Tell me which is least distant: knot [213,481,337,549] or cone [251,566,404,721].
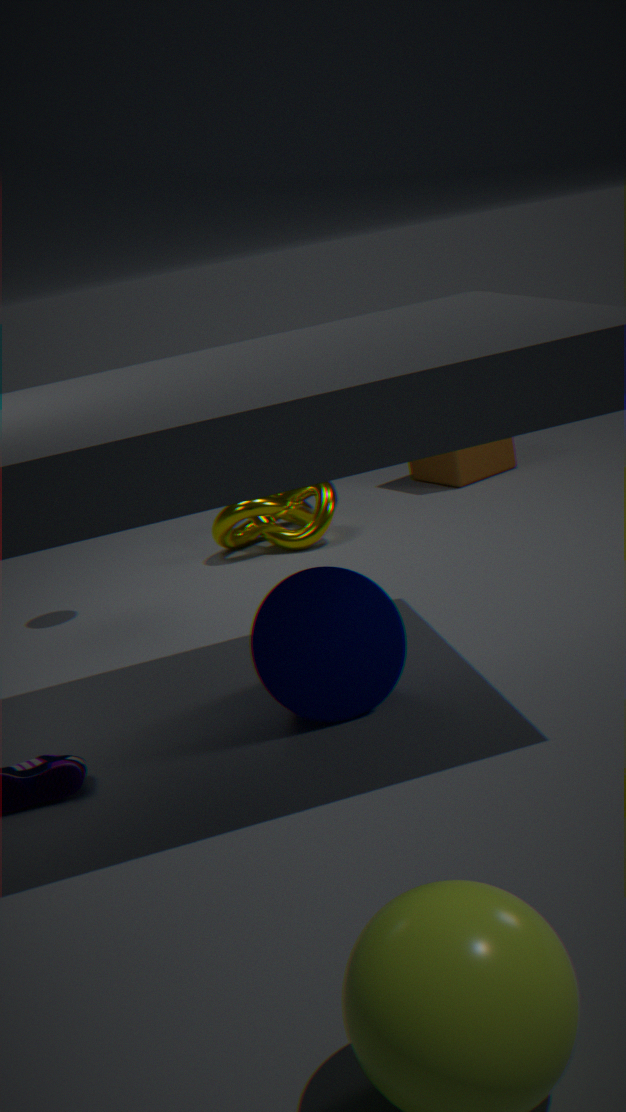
cone [251,566,404,721]
